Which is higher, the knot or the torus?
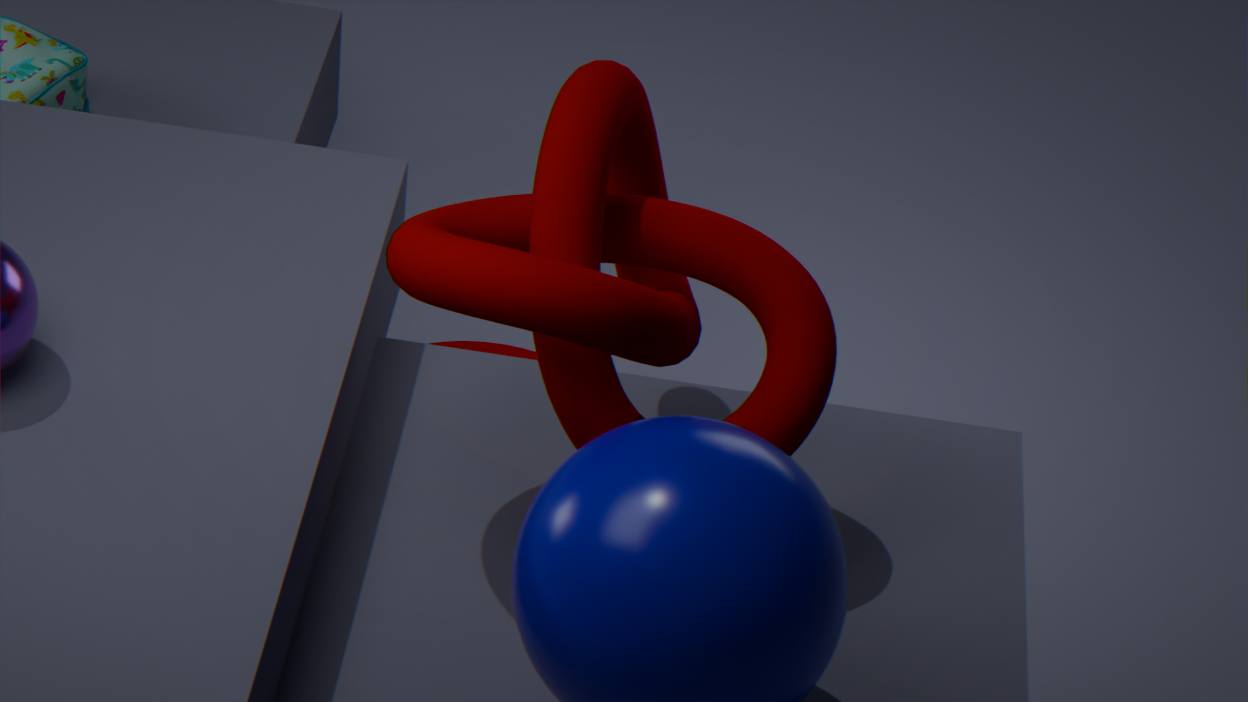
the knot
